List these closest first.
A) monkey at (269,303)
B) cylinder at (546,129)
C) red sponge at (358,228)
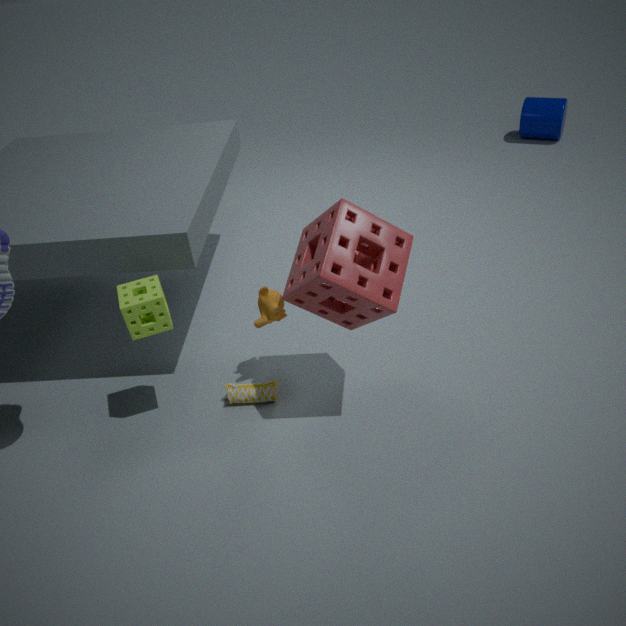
red sponge at (358,228) < monkey at (269,303) < cylinder at (546,129)
